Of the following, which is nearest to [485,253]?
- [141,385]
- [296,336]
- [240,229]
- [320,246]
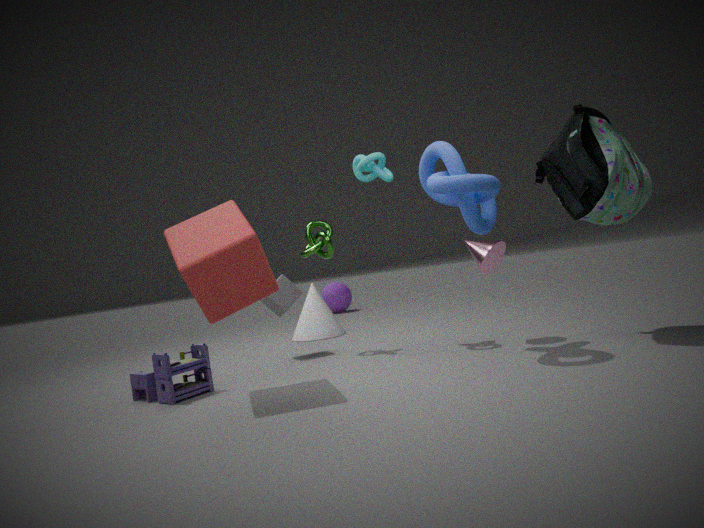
[320,246]
